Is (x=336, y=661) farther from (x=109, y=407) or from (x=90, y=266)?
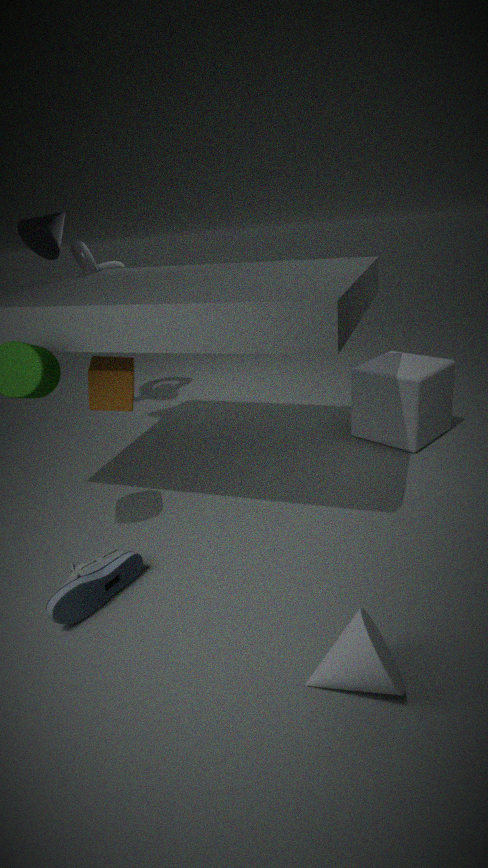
(x=90, y=266)
